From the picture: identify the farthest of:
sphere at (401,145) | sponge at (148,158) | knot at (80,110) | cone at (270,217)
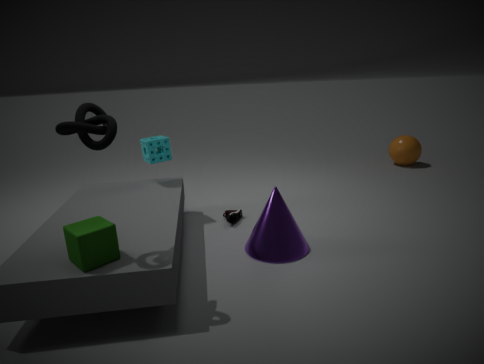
sphere at (401,145)
